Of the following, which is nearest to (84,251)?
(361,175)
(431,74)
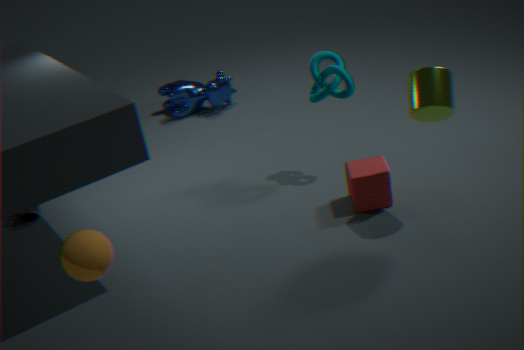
(361,175)
